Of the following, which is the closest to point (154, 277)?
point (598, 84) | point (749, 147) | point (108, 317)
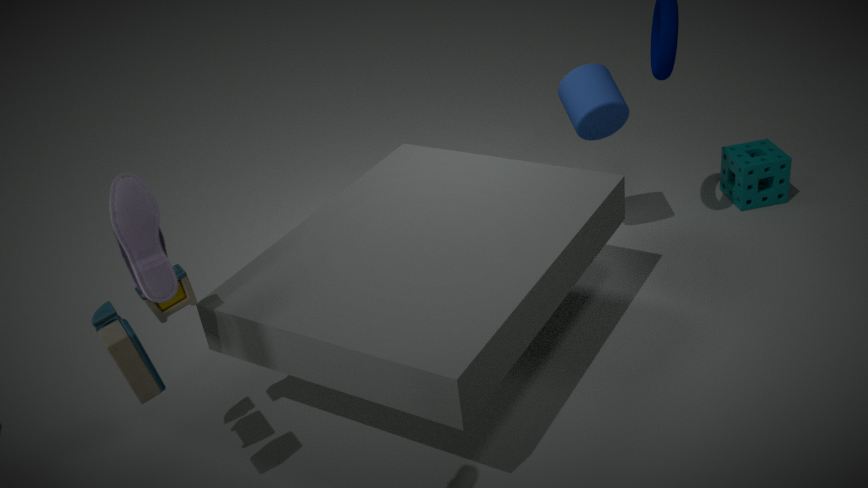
point (108, 317)
